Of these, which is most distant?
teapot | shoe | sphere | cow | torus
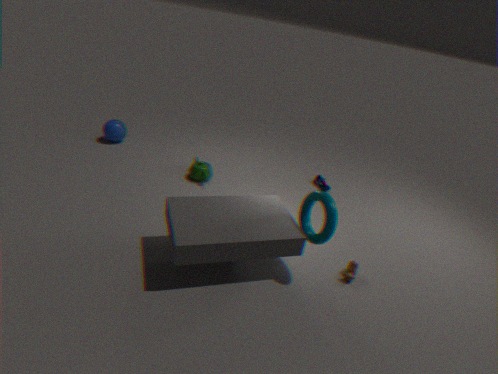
sphere
